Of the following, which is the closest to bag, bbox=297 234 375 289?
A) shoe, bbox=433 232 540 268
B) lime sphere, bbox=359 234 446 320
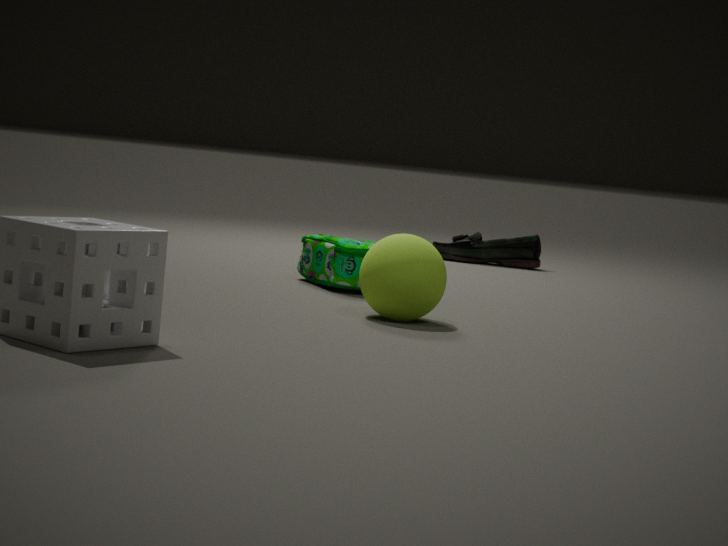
lime sphere, bbox=359 234 446 320
